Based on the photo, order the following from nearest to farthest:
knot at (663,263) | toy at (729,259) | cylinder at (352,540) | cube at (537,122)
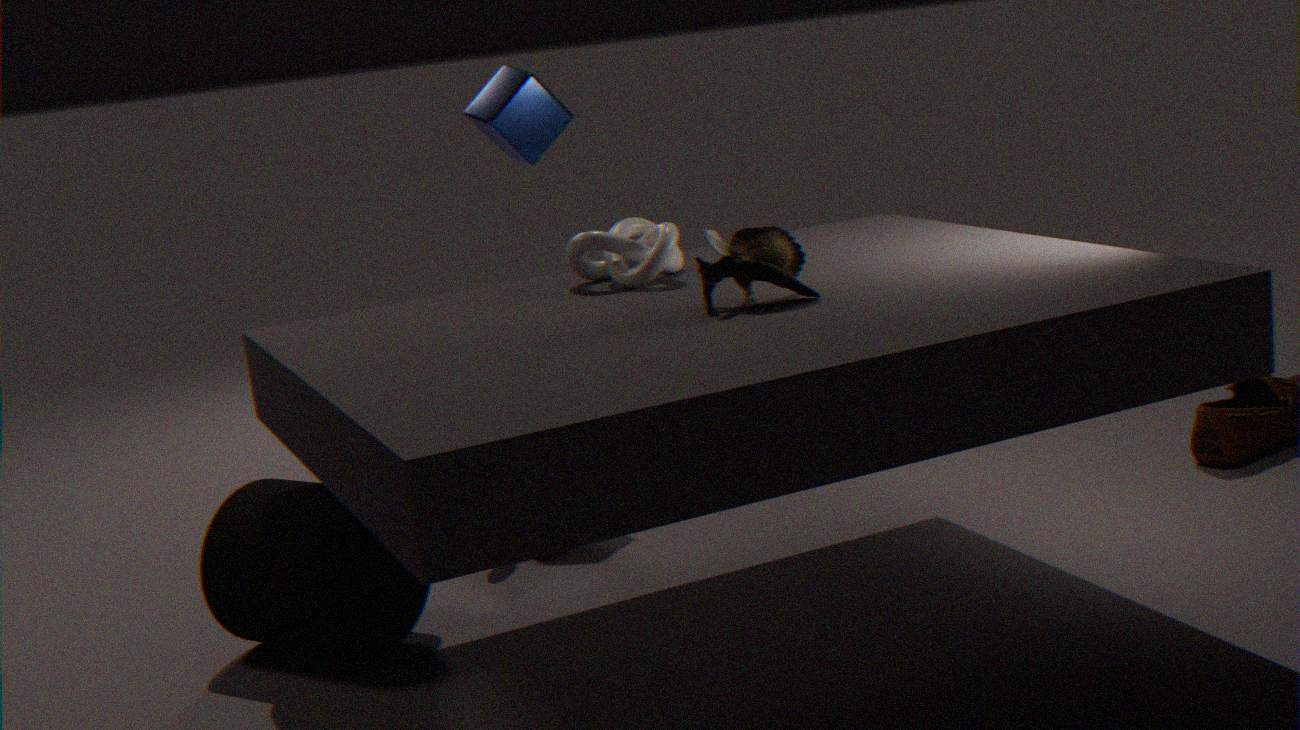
toy at (729,259) < cylinder at (352,540) < knot at (663,263) < cube at (537,122)
